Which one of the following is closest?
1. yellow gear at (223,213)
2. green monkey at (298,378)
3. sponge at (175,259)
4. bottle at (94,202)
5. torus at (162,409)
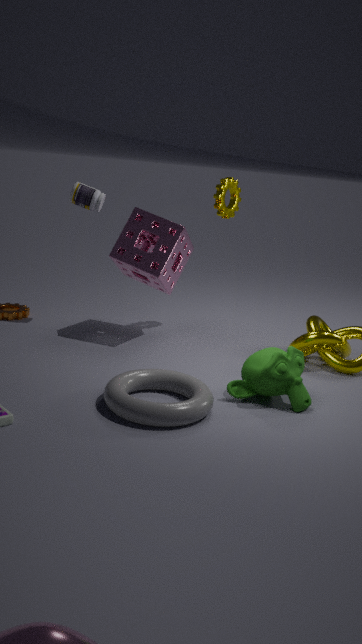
torus at (162,409)
